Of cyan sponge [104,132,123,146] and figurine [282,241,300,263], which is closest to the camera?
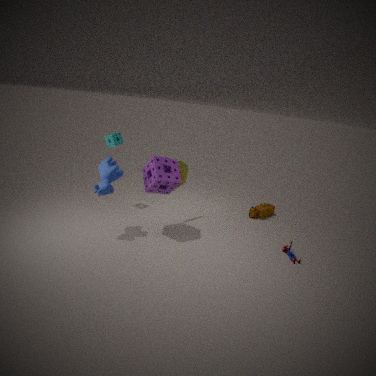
figurine [282,241,300,263]
